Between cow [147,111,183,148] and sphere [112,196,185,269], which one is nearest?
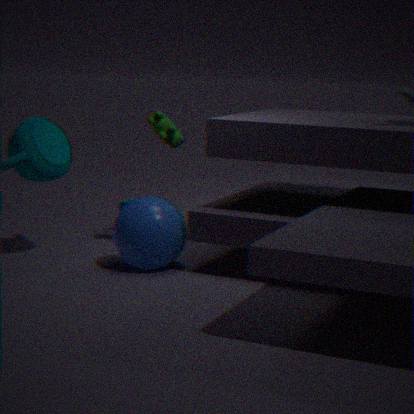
sphere [112,196,185,269]
